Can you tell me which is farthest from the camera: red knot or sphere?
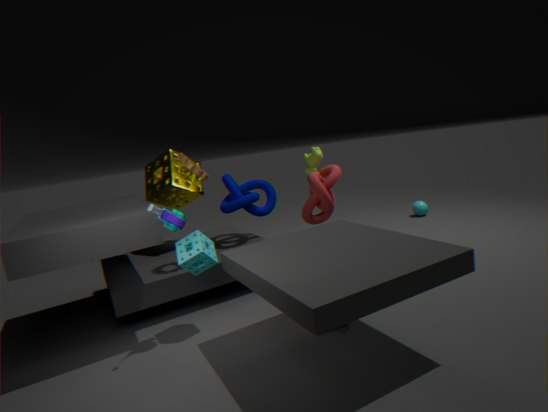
sphere
